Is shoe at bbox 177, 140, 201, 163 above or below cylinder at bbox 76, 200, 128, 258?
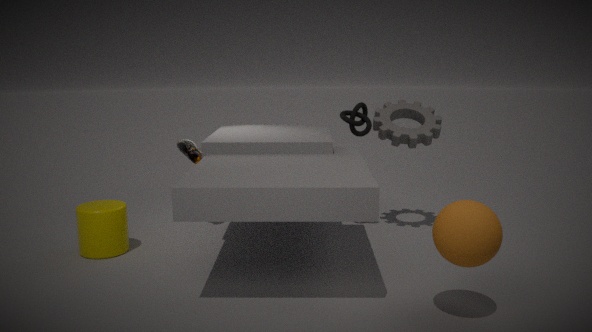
above
